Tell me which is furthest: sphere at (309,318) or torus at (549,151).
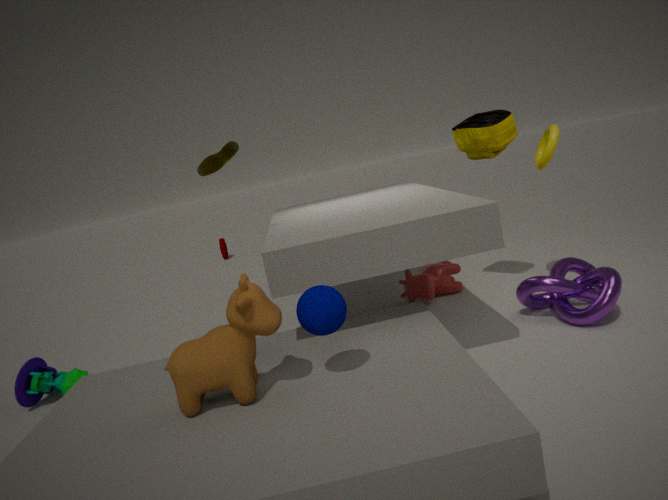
torus at (549,151)
